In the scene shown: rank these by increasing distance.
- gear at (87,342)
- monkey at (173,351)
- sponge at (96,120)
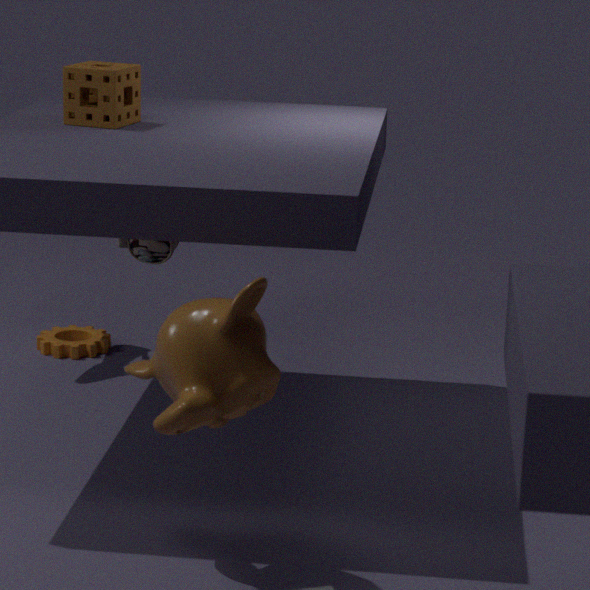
monkey at (173,351) < sponge at (96,120) < gear at (87,342)
